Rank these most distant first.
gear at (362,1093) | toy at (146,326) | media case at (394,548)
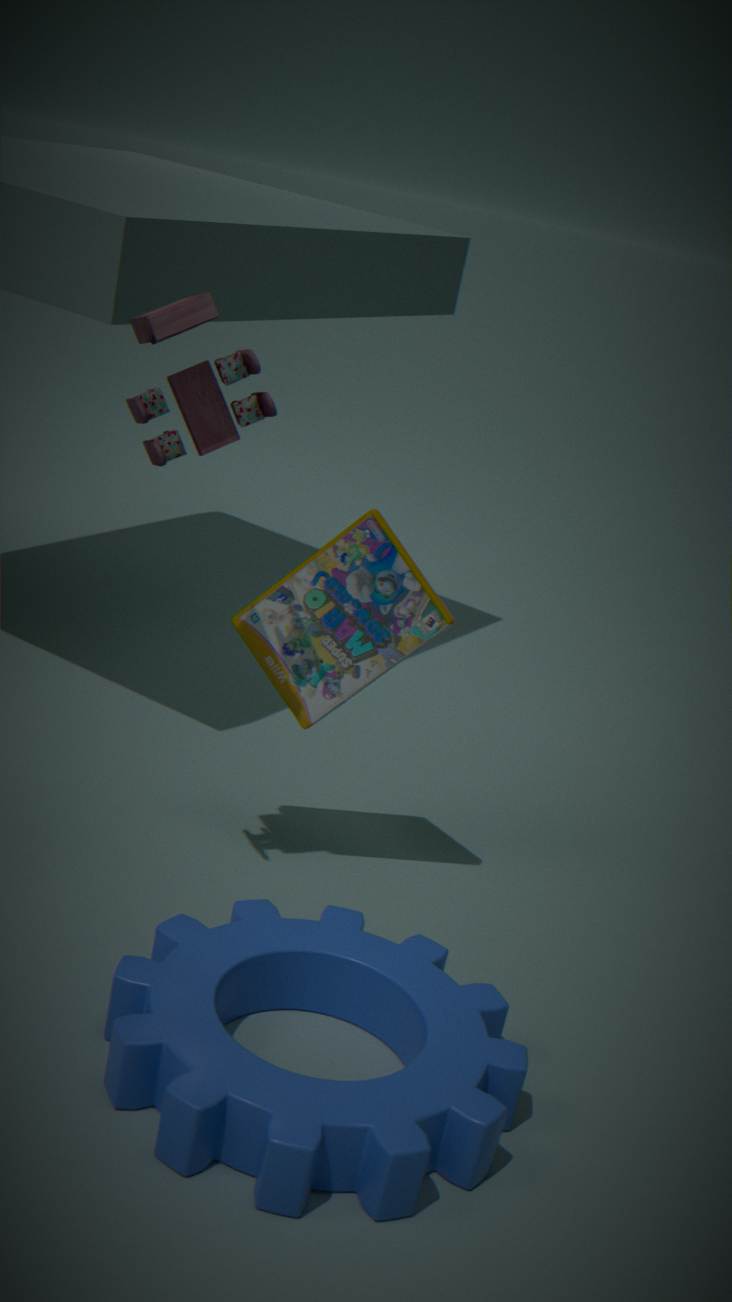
media case at (394,548)
toy at (146,326)
gear at (362,1093)
